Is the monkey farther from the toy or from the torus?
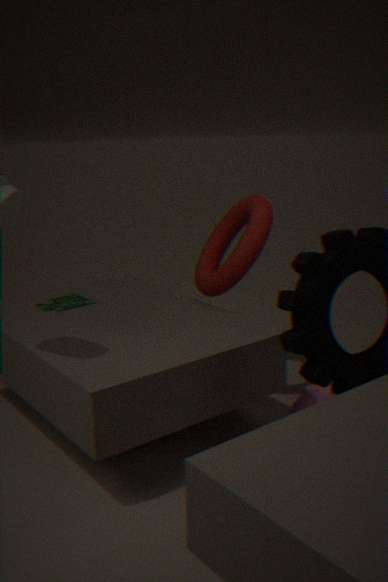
the toy
